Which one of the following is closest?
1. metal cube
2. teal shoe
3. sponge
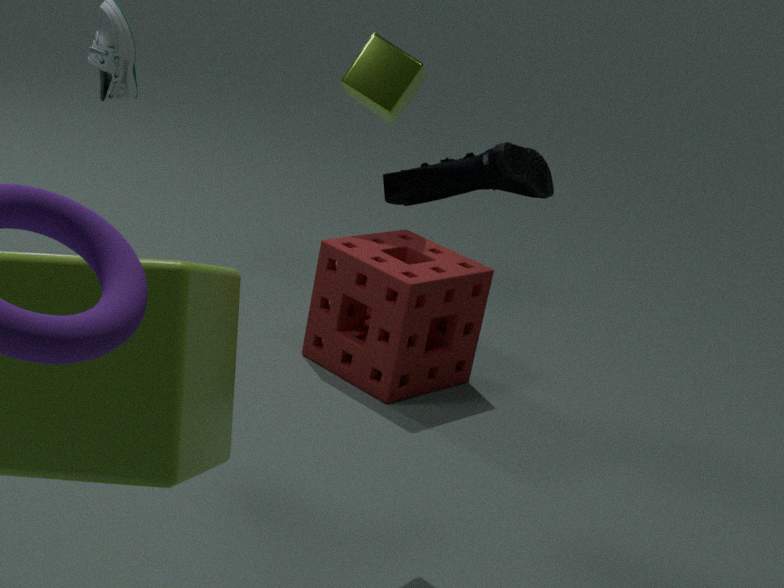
teal shoe
